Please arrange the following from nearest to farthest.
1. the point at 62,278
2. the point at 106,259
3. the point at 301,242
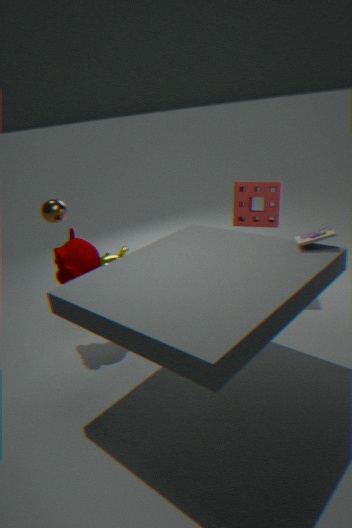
the point at 301,242, the point at 62,278, the point at 106,259
